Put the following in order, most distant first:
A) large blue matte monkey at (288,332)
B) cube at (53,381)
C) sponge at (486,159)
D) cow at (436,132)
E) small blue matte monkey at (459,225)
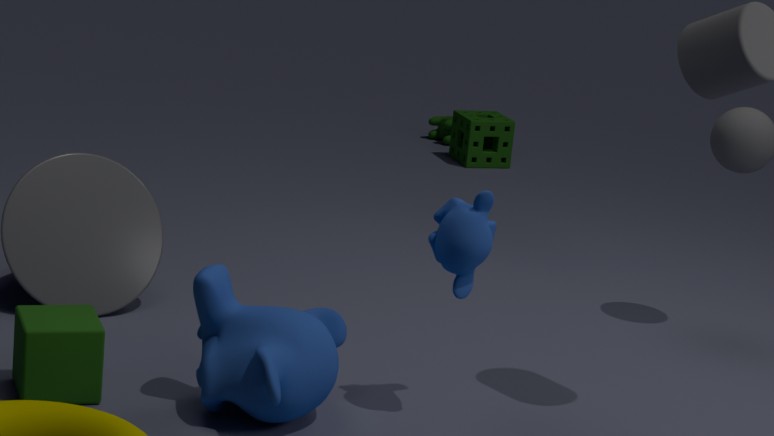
1. cow at (436,132)
2. sponge at (486,159)
3. small blue matte monkey at (459,225)
4. cube at (53,381)
5. large blue matte monkey at (288,332)
